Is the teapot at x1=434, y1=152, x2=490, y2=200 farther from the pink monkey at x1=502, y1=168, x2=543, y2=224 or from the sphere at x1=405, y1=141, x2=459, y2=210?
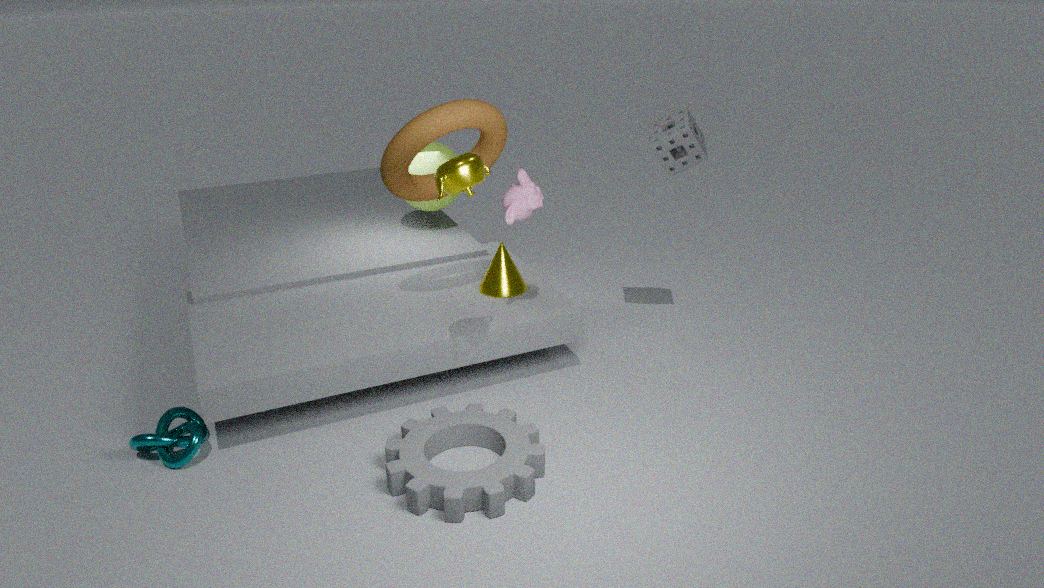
the sphere at x1=405, y1=141, x2=459, y2=210
